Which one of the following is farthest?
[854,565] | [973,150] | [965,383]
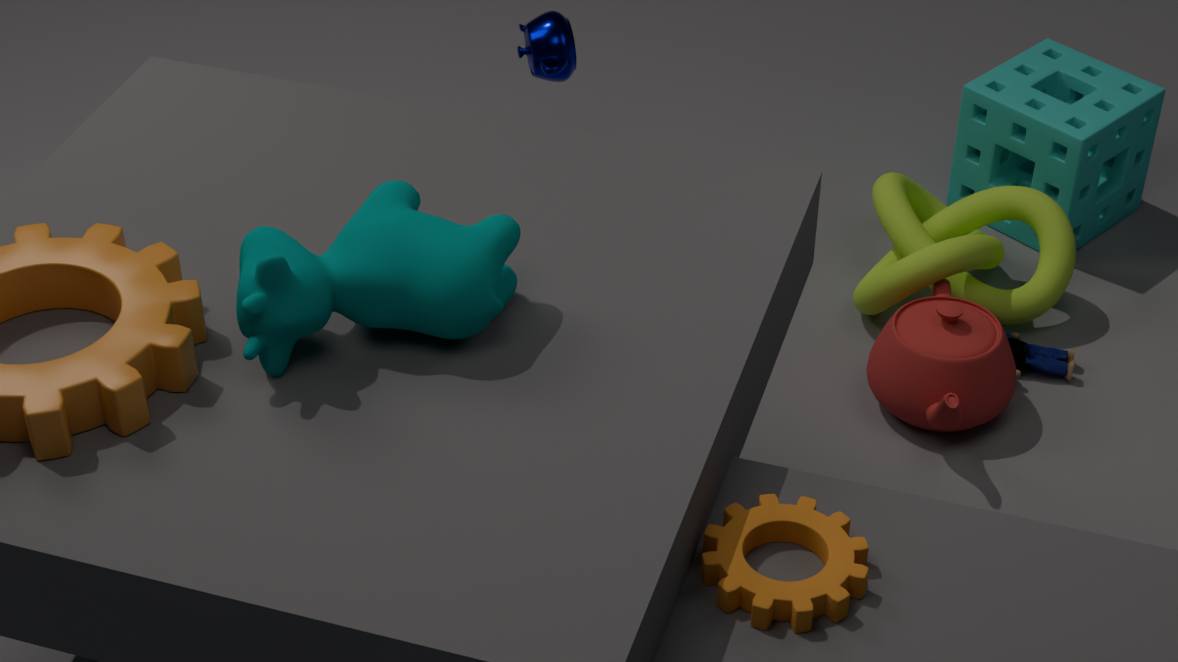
[973,150]
